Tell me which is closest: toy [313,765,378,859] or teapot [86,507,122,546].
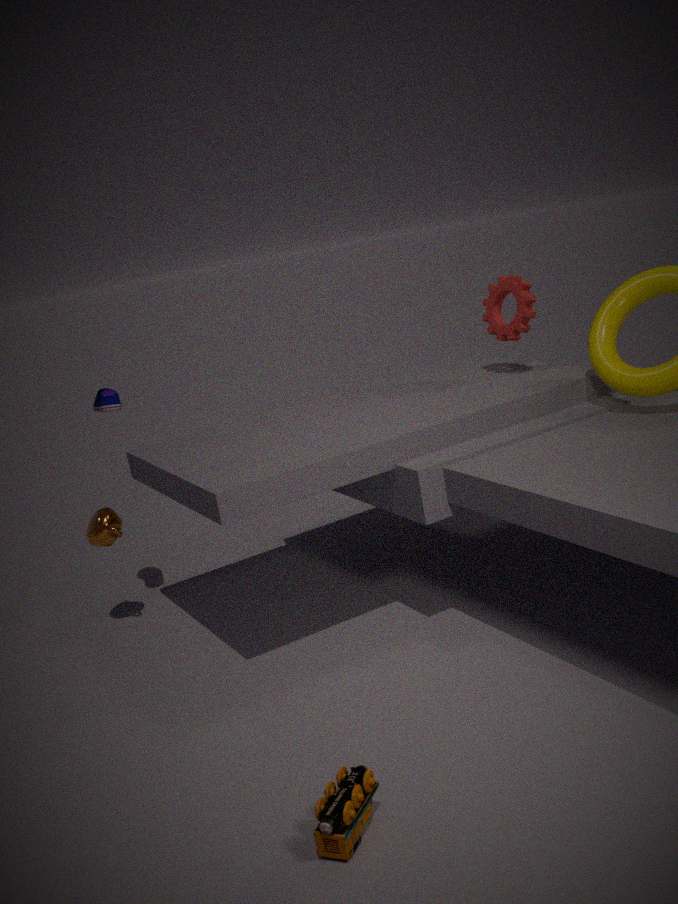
toy [313,765,378,859]
